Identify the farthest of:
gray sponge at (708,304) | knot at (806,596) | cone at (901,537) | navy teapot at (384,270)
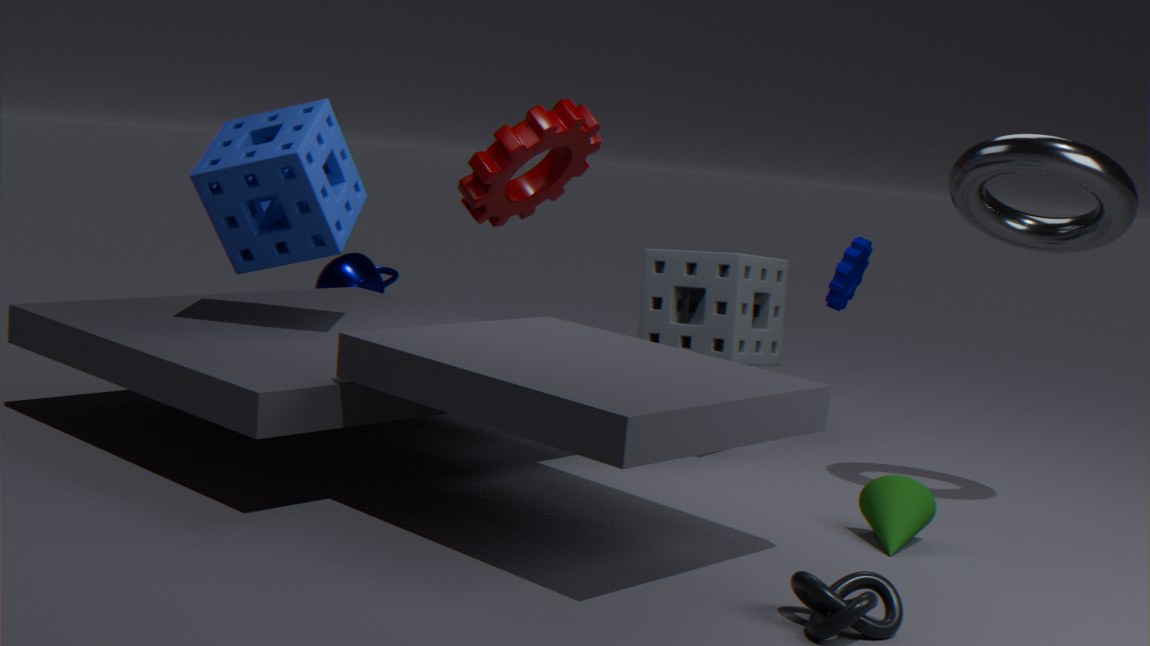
navy teapot at (384,270)
